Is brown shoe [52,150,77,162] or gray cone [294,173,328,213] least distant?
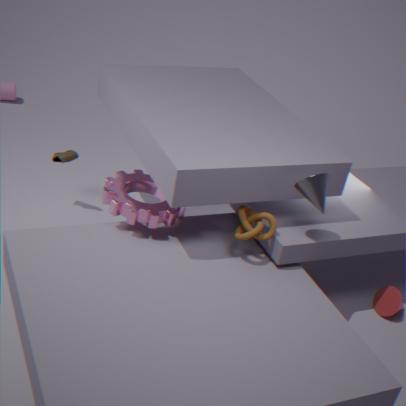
gray cone [294,173,328,213]
